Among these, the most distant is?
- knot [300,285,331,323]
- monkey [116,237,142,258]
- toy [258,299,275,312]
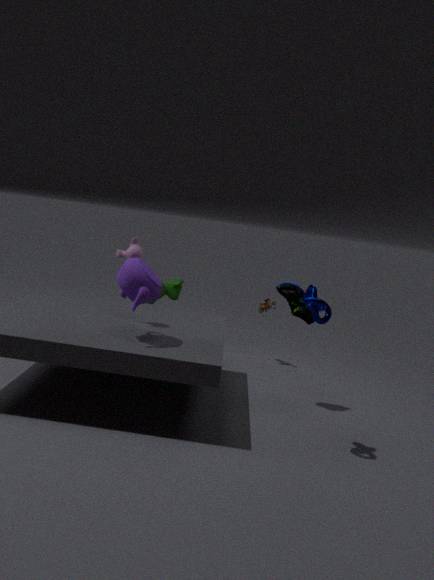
toy [258,299,275,312]
